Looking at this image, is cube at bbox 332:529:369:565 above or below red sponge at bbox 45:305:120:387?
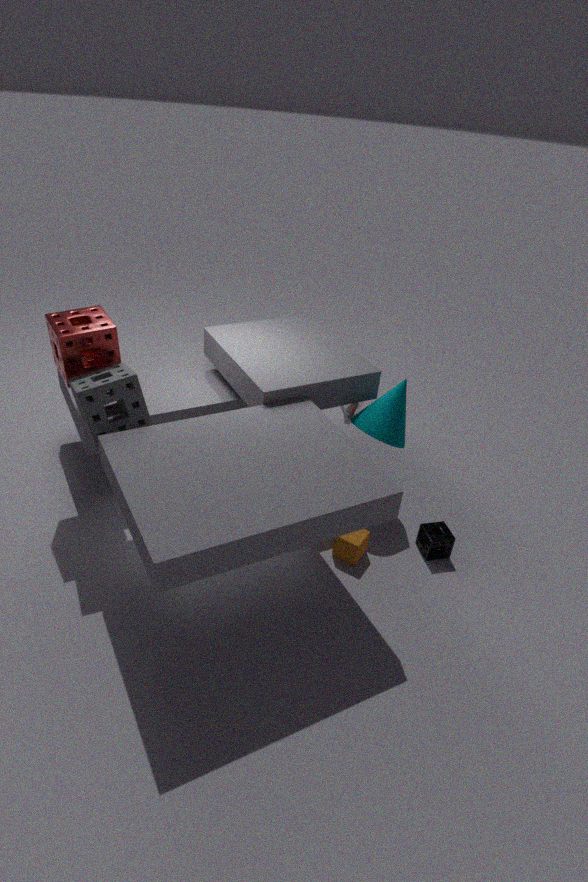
below
